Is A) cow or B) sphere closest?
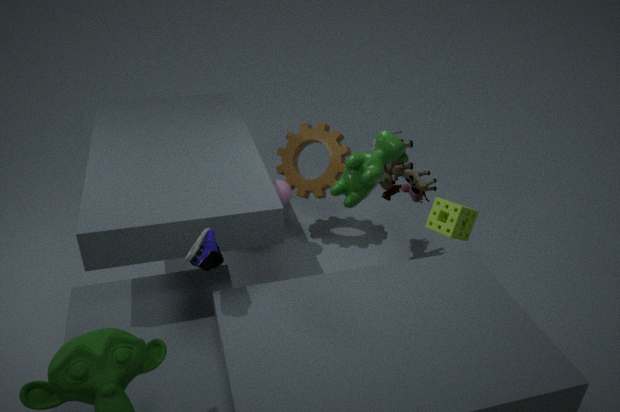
A. cow
